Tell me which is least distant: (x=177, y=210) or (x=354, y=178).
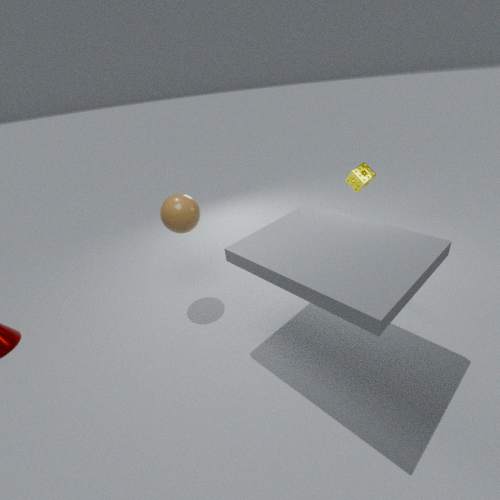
(x=177, y=210)
